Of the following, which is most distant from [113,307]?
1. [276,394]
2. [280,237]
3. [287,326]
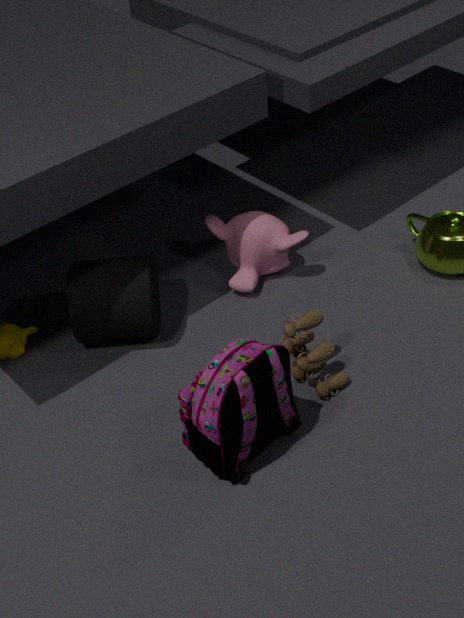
[287,326]
